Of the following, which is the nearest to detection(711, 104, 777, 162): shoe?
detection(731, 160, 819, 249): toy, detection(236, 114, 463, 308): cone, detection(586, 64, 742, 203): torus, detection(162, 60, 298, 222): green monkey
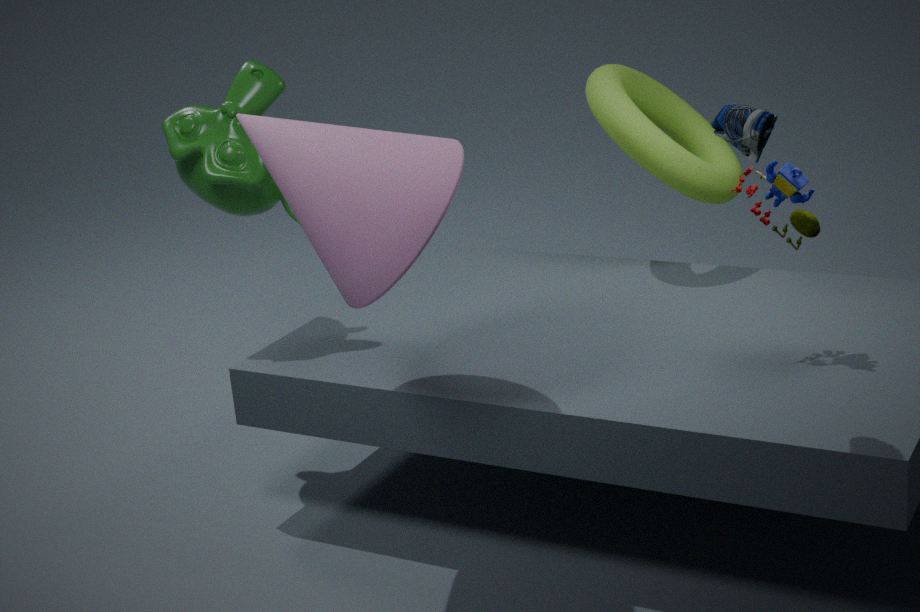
detection(731, 160, 819, 249): toy
